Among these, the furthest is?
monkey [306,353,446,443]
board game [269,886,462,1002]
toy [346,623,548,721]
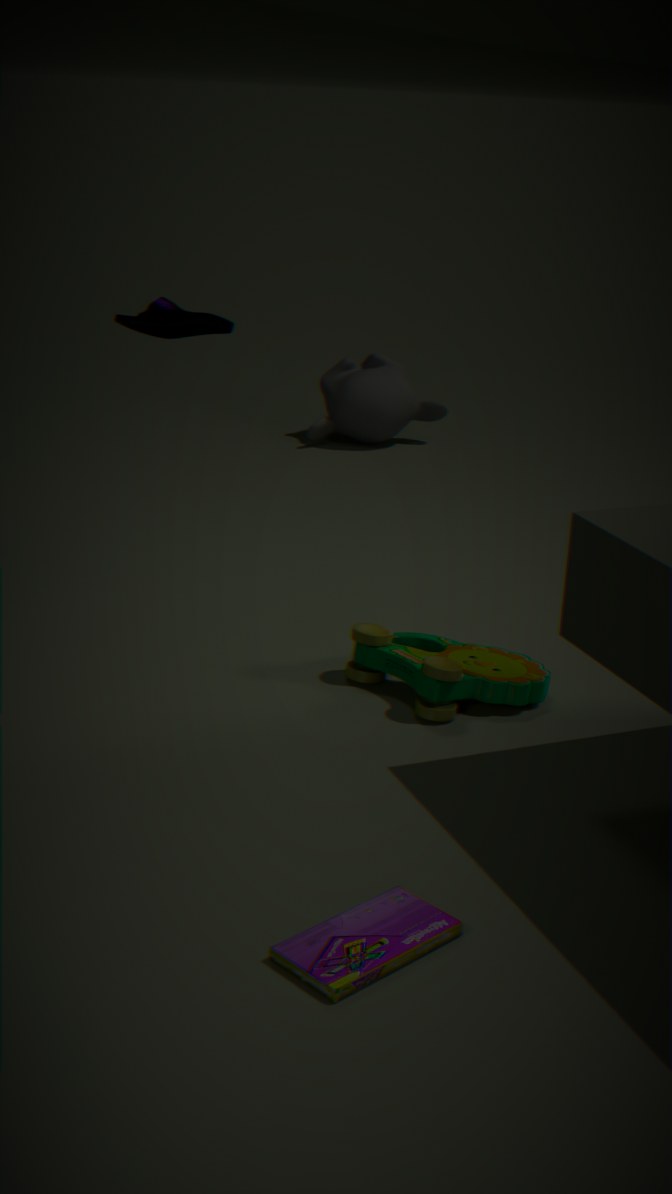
monkey [306,353,446,443]
